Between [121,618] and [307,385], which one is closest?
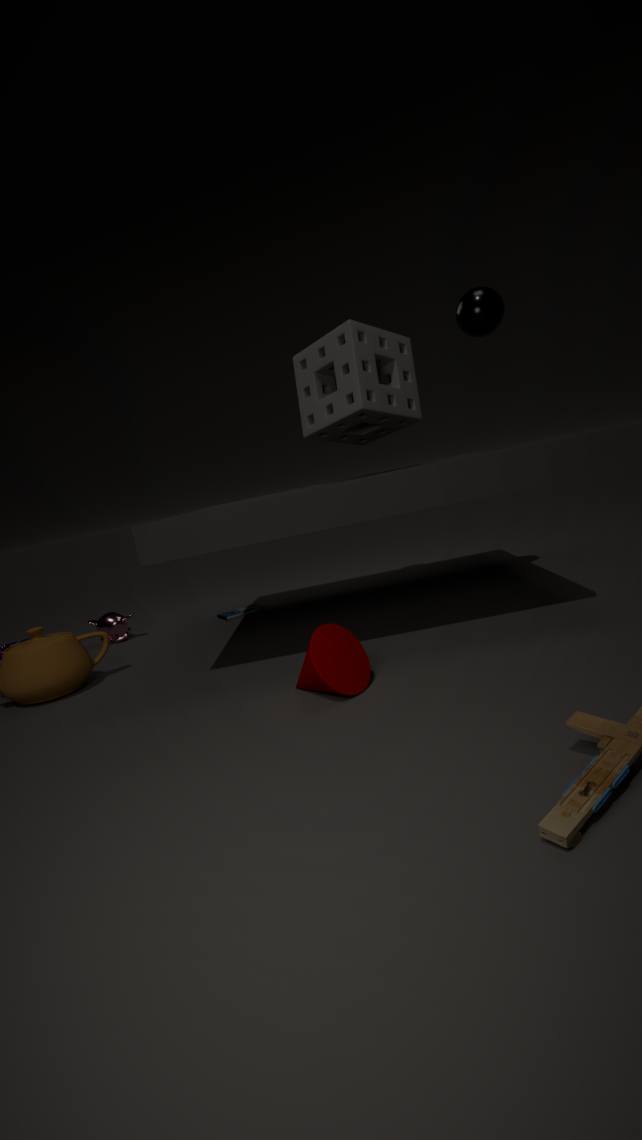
[307,385]
